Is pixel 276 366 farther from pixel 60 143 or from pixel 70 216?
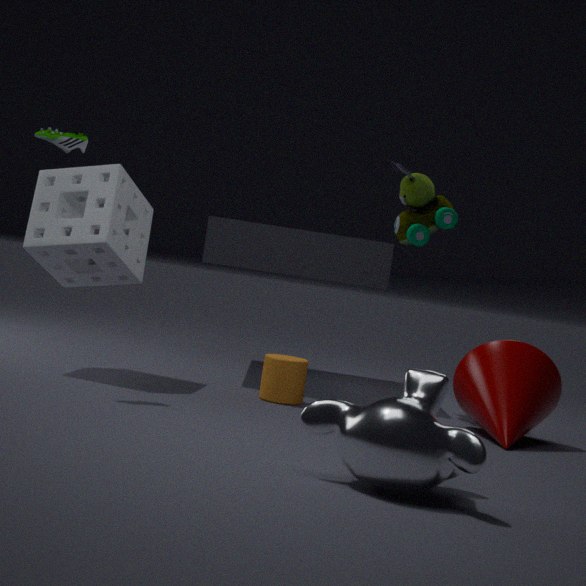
pixel 60 143
